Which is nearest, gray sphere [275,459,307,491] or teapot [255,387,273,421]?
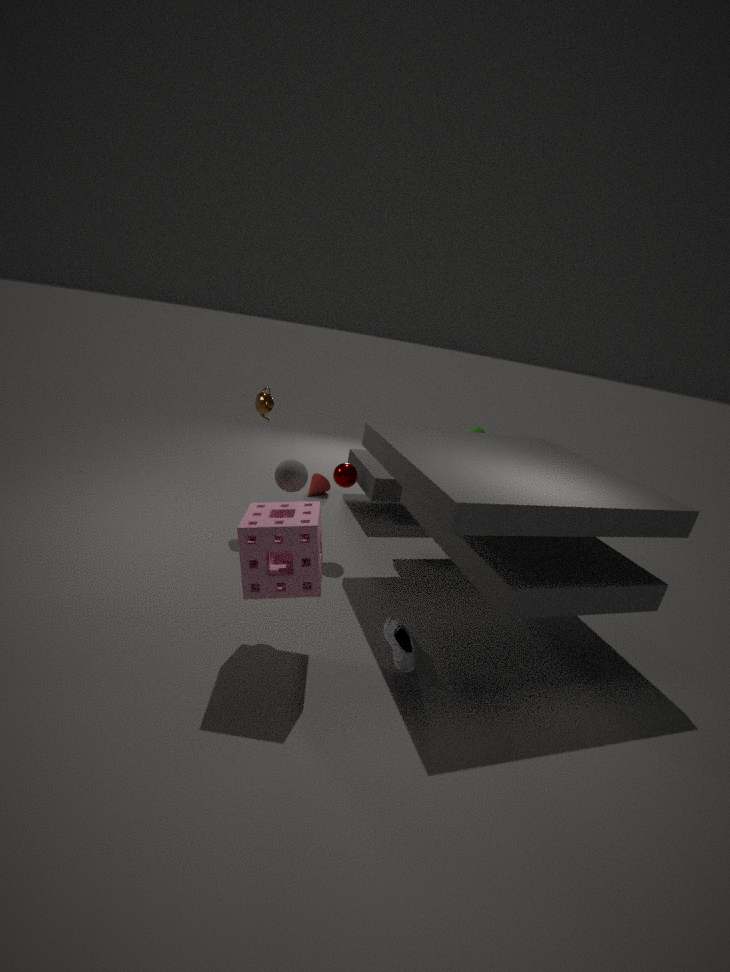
gray sphere [275,459,307,491]
